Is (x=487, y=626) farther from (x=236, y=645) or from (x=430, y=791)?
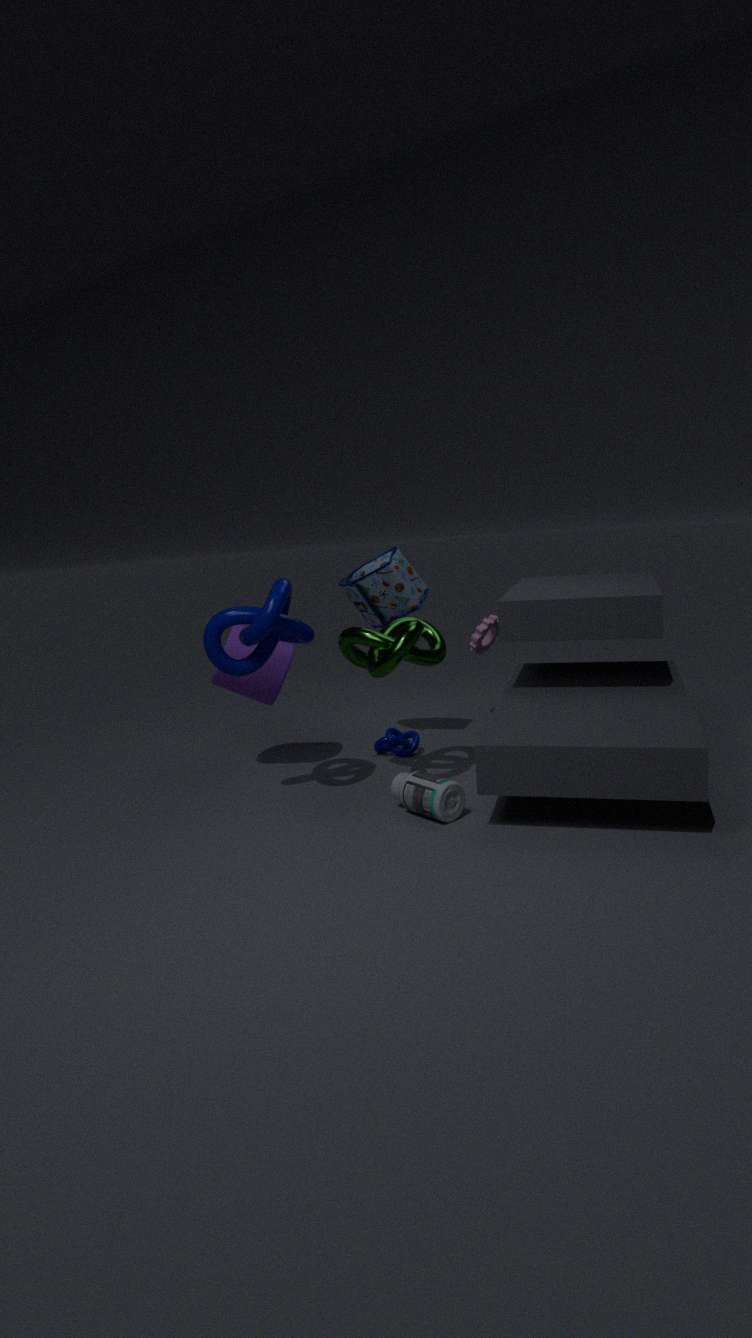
(x=430, y=791)
